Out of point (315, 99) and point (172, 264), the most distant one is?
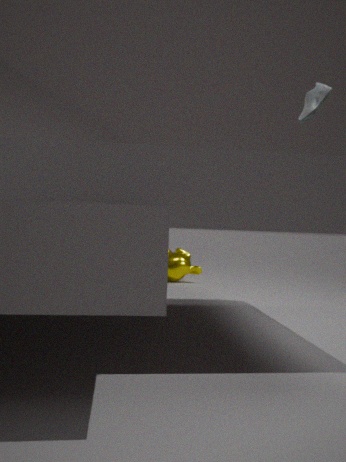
point (172, 264)
